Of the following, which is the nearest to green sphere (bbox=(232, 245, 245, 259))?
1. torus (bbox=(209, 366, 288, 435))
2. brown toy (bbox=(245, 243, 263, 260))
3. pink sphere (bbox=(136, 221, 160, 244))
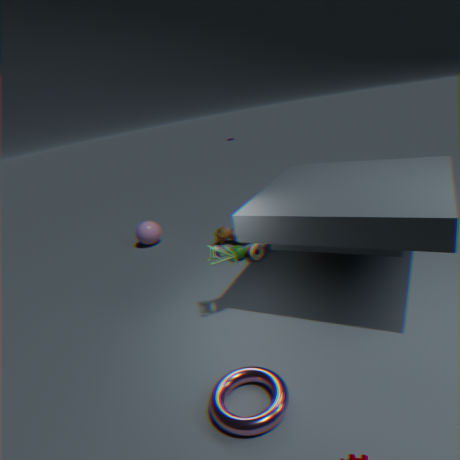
brown toy (bbox=(245, 243, 263, 260))
